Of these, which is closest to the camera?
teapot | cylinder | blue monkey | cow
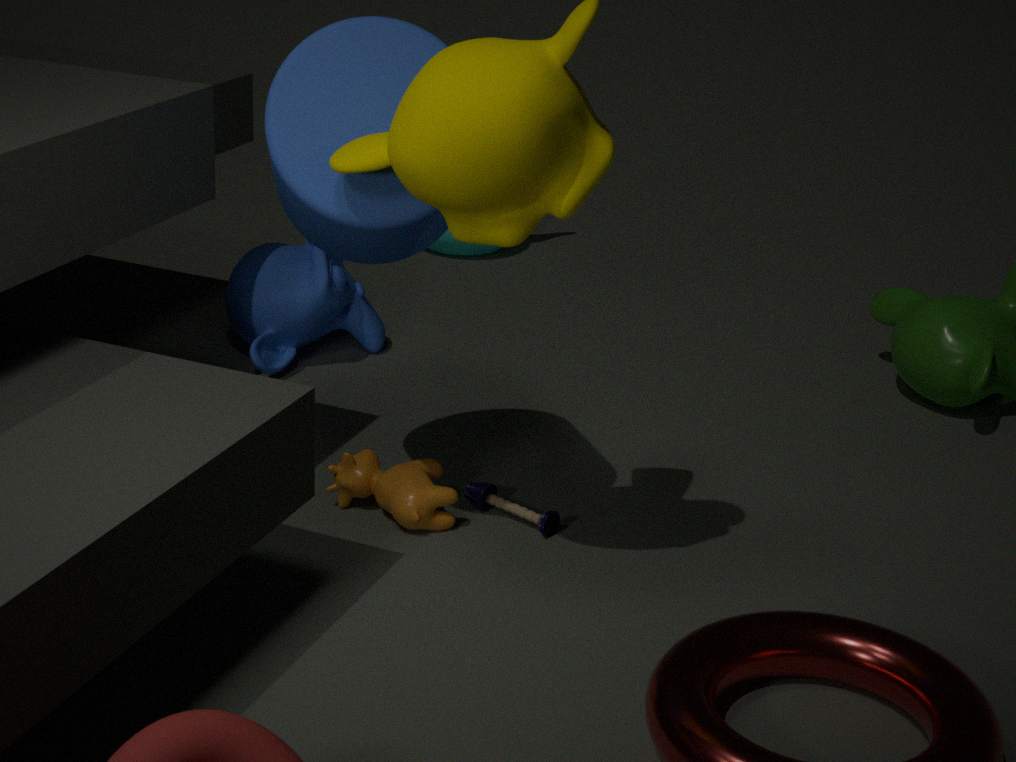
cylinder
